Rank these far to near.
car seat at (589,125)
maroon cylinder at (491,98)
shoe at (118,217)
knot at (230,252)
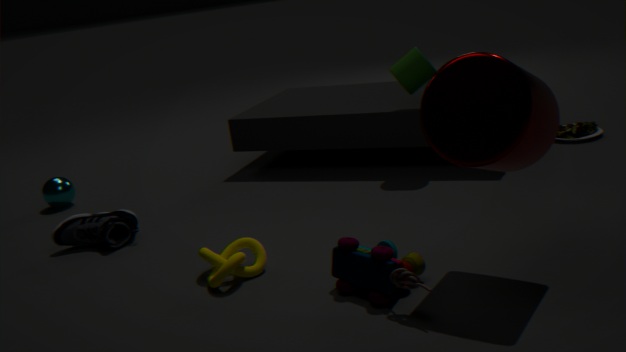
car seat at (589,125) < shoe at (118,217) < knot at (230,252) < maroon cylinder at (491,98)
